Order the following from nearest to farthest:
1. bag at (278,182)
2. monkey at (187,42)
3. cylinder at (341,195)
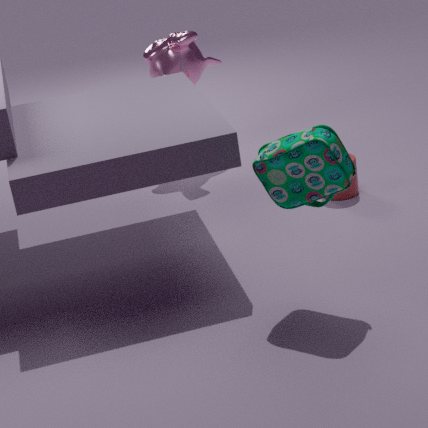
bag at (278,182) < cylinder at (341,195) < monkey at (187,42)
